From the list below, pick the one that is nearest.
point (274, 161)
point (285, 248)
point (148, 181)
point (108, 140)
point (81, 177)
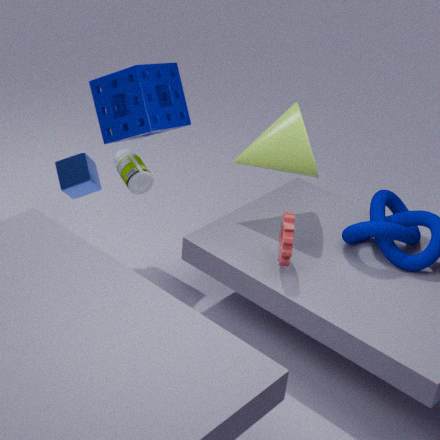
point (285, 248)
